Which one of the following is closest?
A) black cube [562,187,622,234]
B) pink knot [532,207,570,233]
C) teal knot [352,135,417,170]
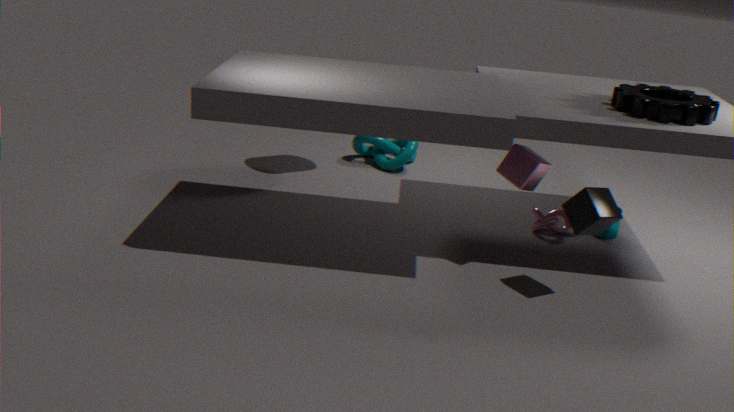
black cube [562,187,622,234]
